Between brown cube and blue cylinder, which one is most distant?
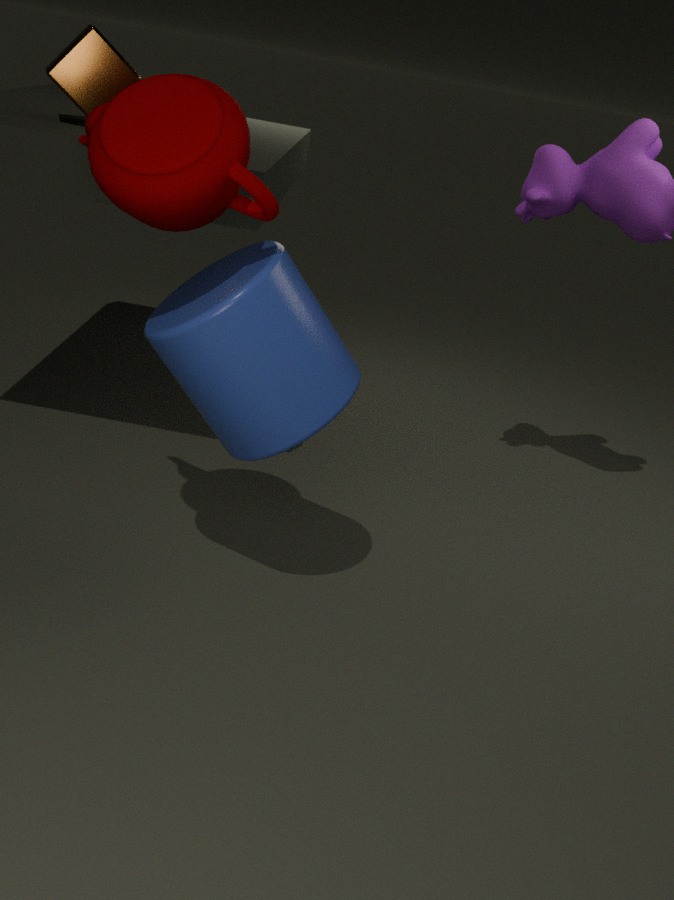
brown cube
